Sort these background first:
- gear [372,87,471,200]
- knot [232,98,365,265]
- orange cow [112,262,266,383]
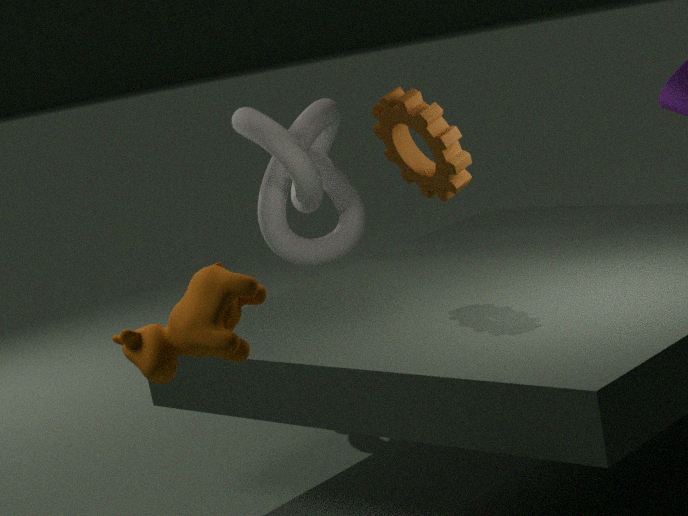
knot [232,98,365,265] < gear [372,87,471,200] < orange cow [112,262,266,383]
